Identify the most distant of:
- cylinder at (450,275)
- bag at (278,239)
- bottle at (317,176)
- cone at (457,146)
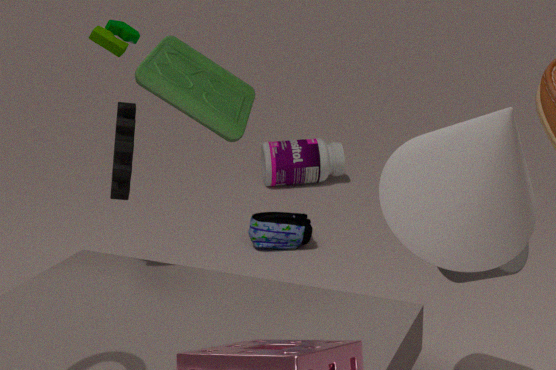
bottle at (317,176)
